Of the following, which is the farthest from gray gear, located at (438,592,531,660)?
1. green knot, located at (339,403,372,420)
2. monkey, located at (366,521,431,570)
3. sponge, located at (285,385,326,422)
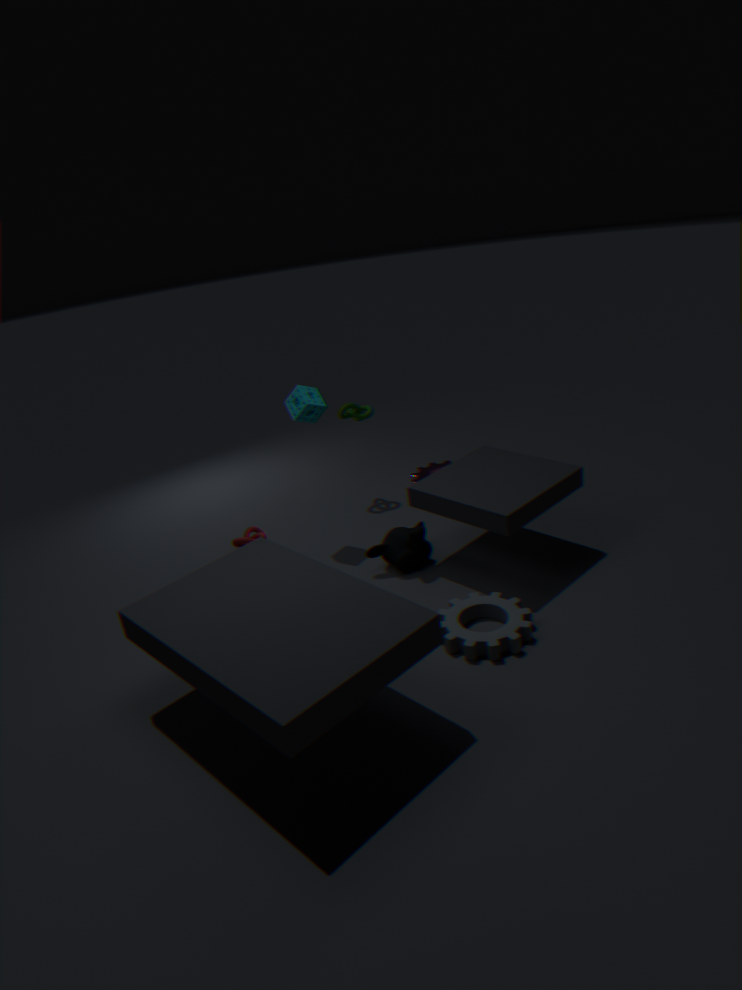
green knot, located at (339,403,372,420)
